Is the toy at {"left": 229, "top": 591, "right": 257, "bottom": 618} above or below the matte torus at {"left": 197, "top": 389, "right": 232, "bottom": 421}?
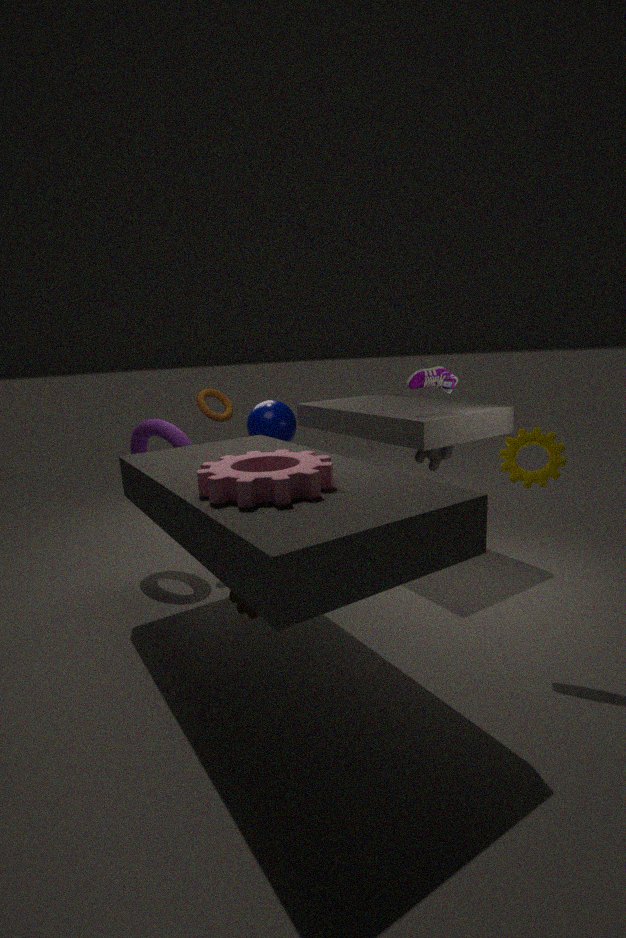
below
